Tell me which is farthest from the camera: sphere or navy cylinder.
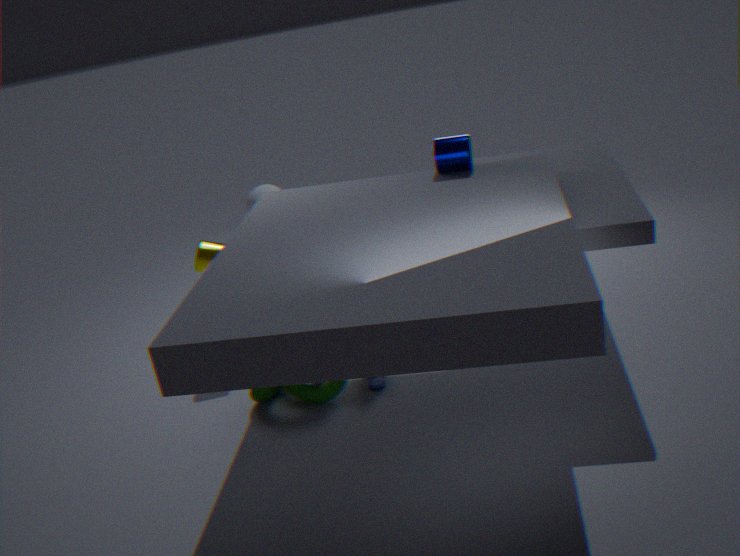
sphere
